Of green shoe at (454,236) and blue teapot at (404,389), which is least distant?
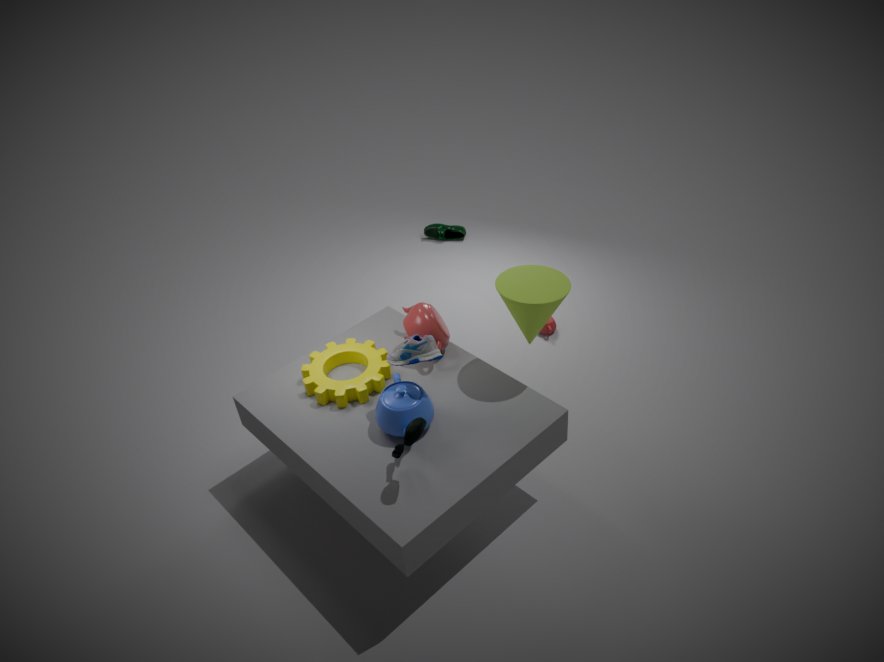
blue teapot at (404,389)
